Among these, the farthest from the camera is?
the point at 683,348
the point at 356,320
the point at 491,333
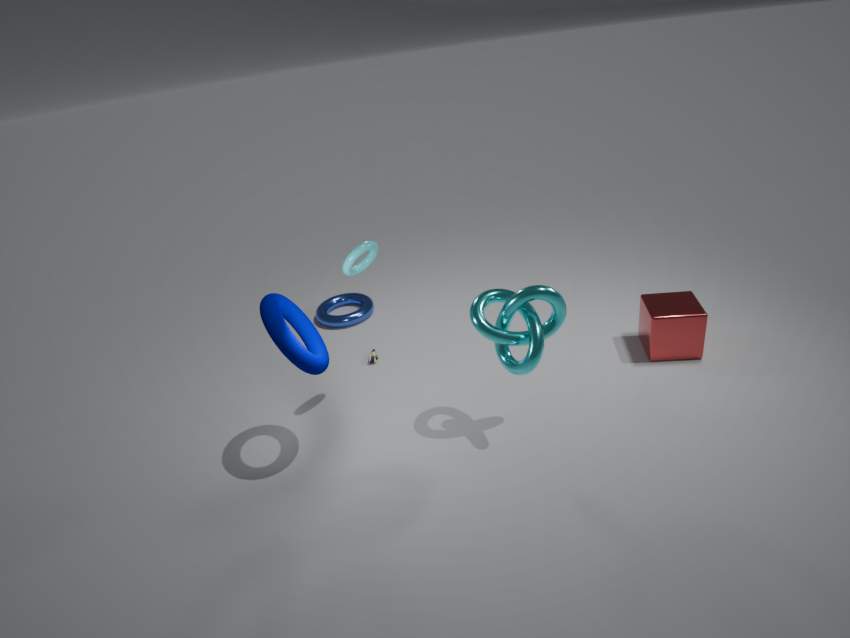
the point at 356,320
